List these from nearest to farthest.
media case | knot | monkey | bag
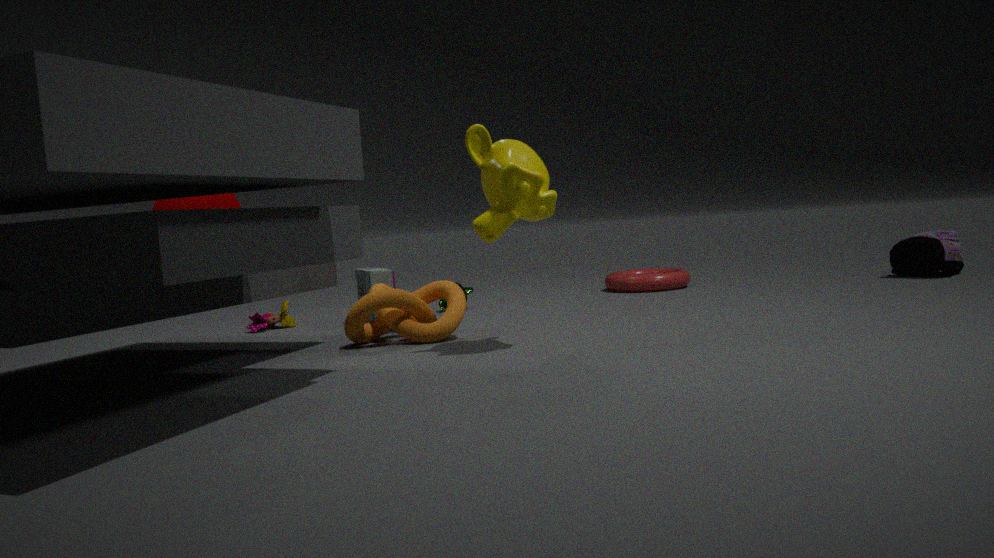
1. monkey
2. knot
3. media case
4. bag
